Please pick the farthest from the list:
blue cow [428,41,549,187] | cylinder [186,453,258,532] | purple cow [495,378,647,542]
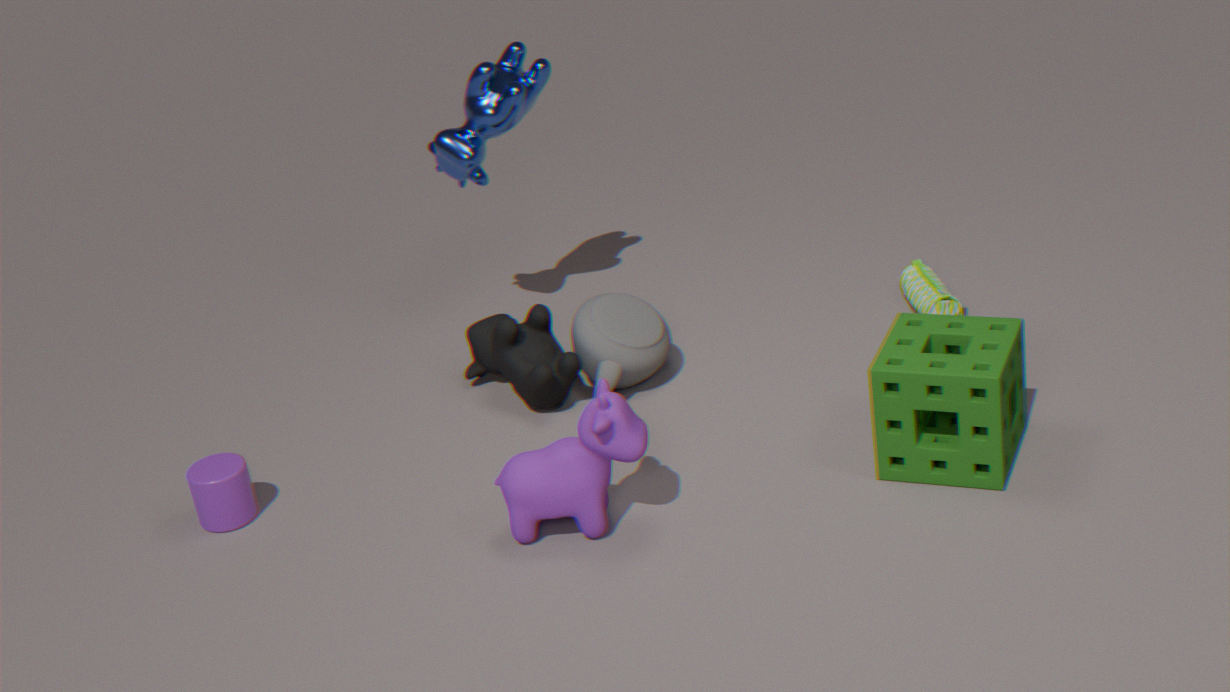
blue cow [428,41,549,187]
